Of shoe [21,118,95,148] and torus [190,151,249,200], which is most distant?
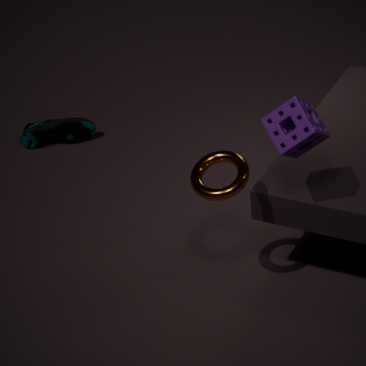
shoe [21,118,95,148]
